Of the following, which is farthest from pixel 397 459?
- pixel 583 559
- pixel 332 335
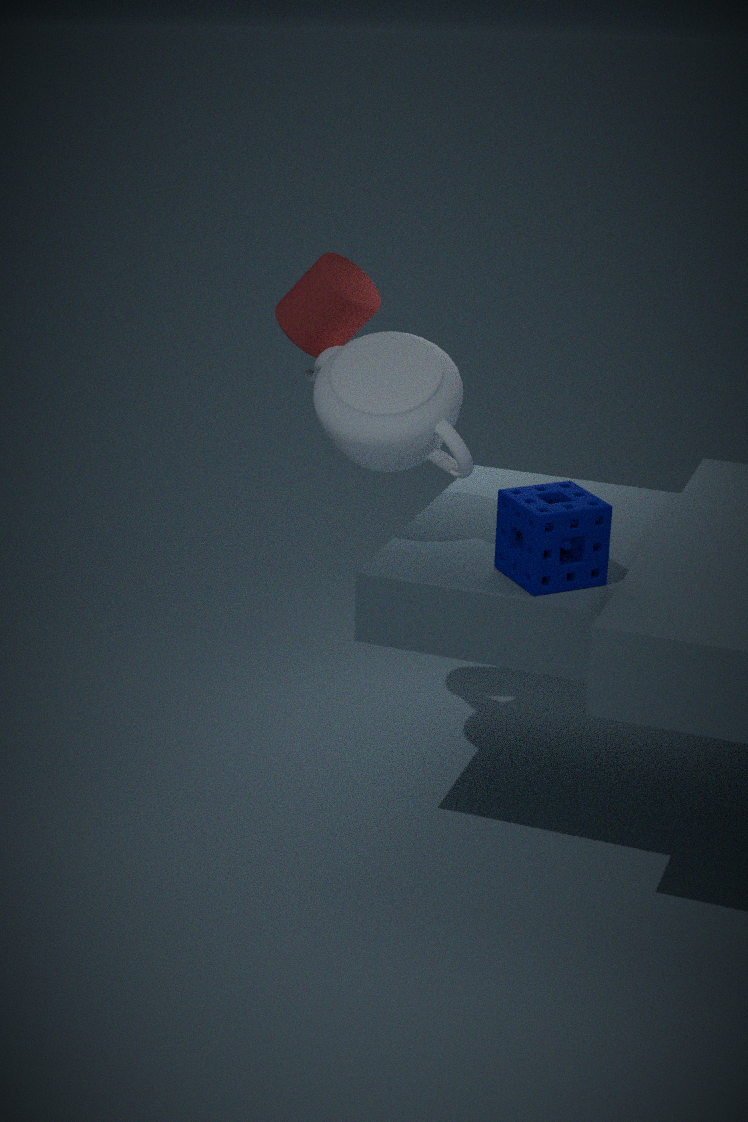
pixel 583 559
